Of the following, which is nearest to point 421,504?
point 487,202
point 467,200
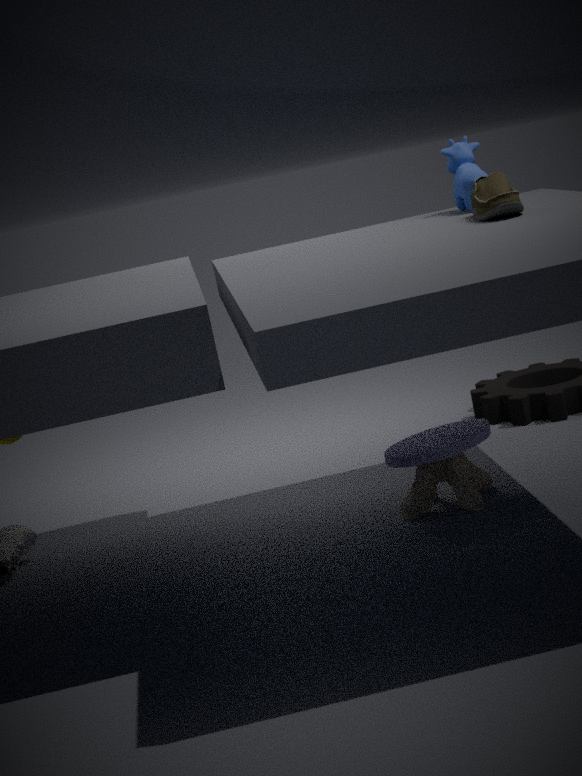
point 487,202
